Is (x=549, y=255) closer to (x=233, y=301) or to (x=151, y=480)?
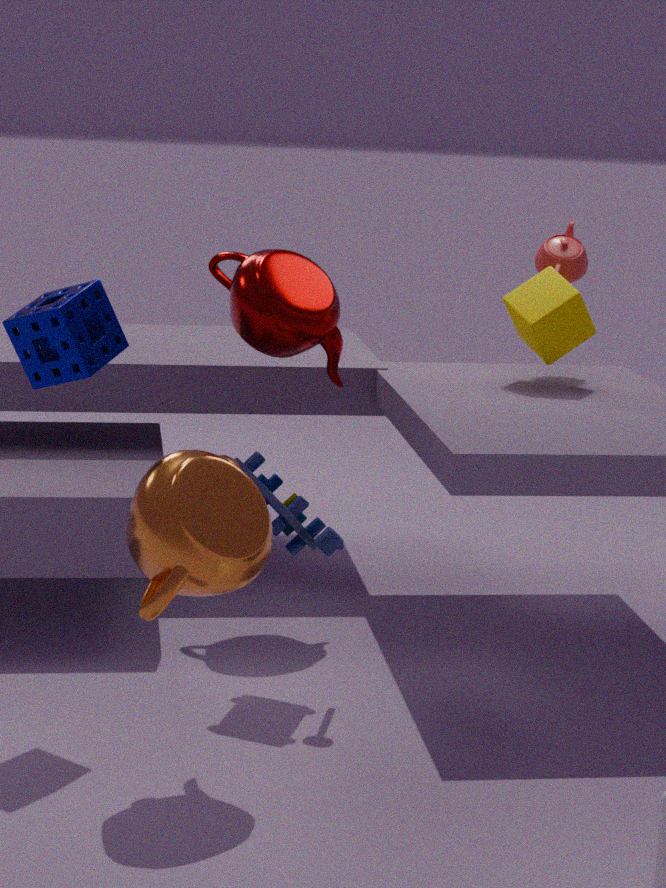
(x=233, y=301)
